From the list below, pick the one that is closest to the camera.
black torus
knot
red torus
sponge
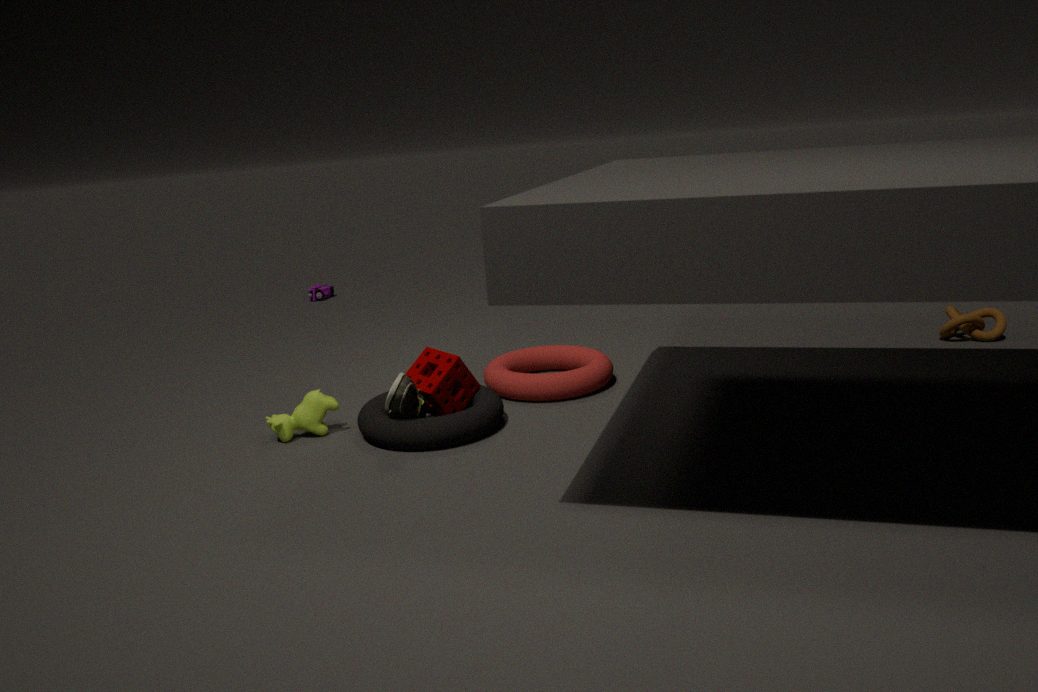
black torus
